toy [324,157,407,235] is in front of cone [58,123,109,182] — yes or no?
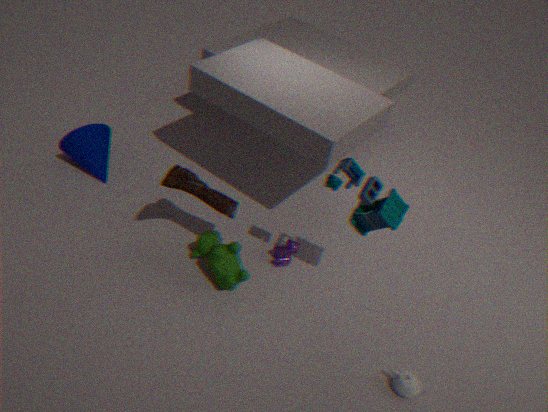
Yes
